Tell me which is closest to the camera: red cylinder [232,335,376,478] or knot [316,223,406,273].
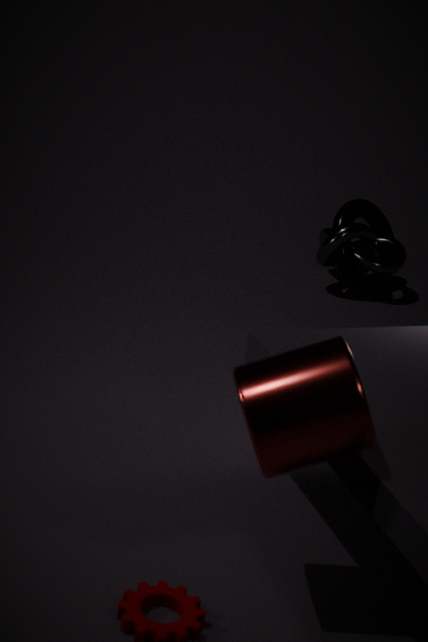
red cylinder [232,335,376,478]
